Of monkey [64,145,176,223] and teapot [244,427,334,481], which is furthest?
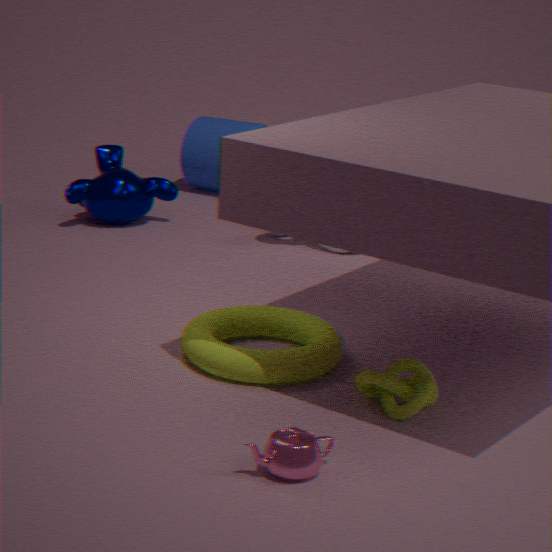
monkey [64,145,176,223]
